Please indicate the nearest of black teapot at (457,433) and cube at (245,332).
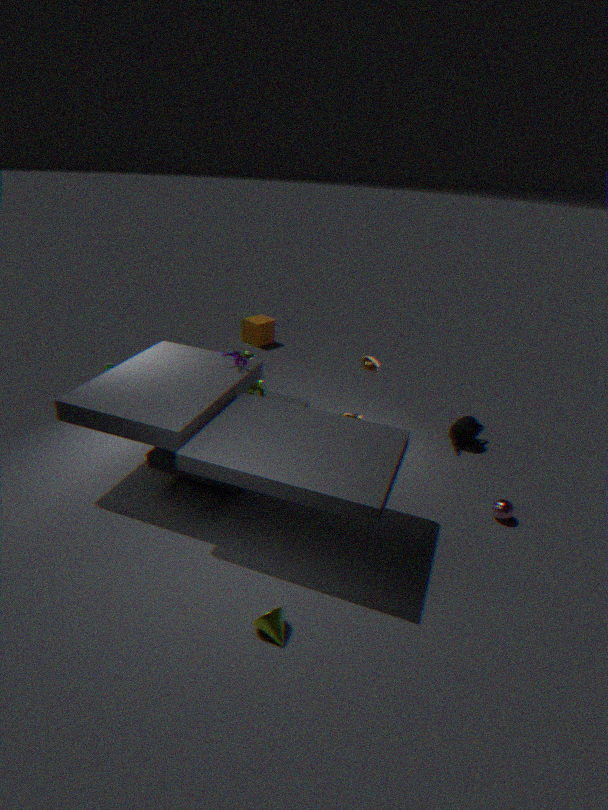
black teapot at (457,433)
